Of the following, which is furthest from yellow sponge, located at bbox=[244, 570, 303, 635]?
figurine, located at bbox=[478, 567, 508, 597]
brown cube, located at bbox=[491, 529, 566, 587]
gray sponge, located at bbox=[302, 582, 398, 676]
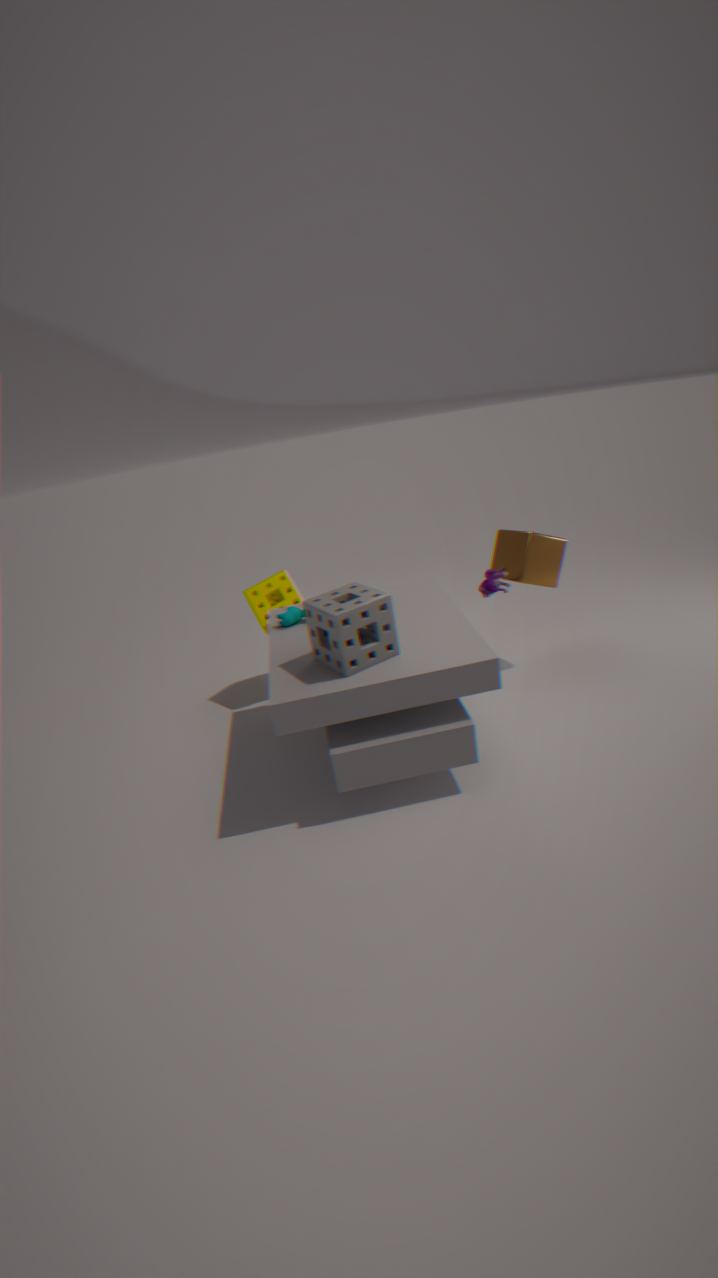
brown cube, located at bbox=[491, 529, 566, 587]
